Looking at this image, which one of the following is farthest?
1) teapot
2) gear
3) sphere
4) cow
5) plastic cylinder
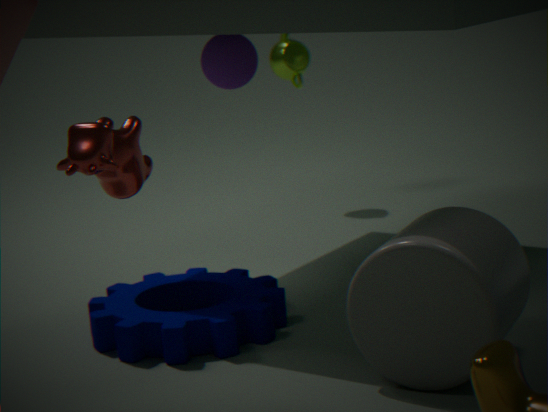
1. teapot
